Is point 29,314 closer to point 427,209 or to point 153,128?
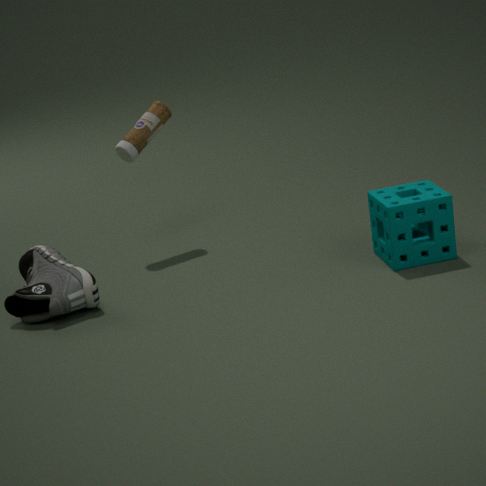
point 153,128
